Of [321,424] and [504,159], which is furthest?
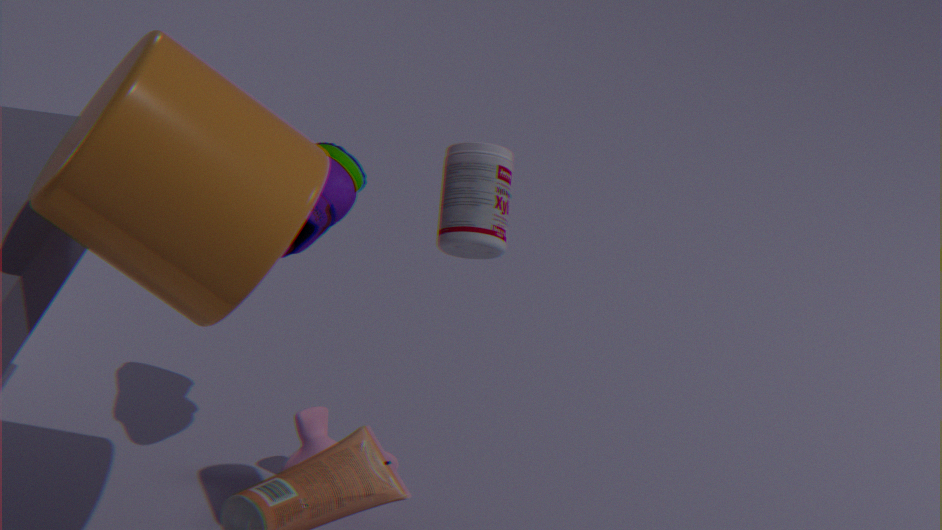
[321,424]
